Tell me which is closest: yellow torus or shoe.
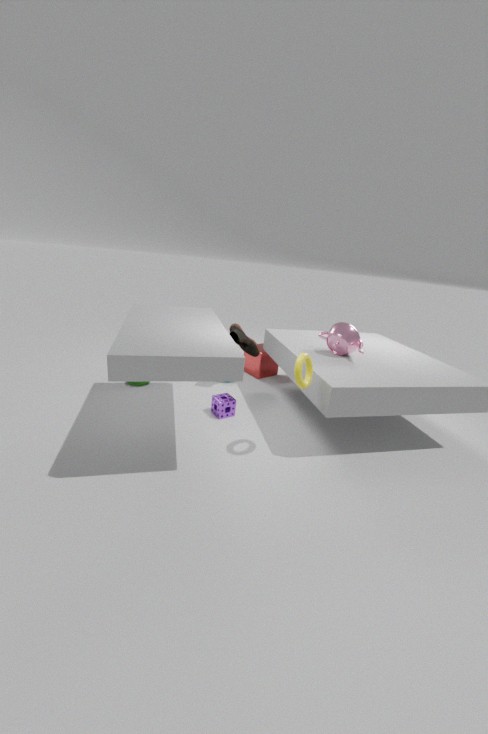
yellow torus
